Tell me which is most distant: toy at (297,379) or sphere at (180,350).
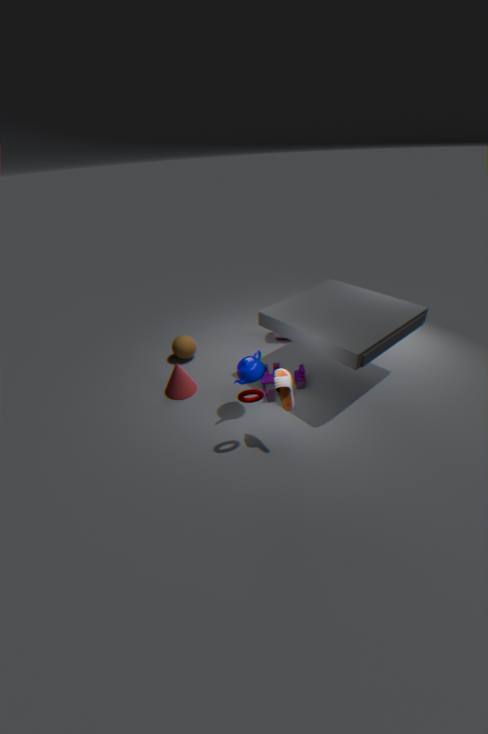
sphere at (180,350)
